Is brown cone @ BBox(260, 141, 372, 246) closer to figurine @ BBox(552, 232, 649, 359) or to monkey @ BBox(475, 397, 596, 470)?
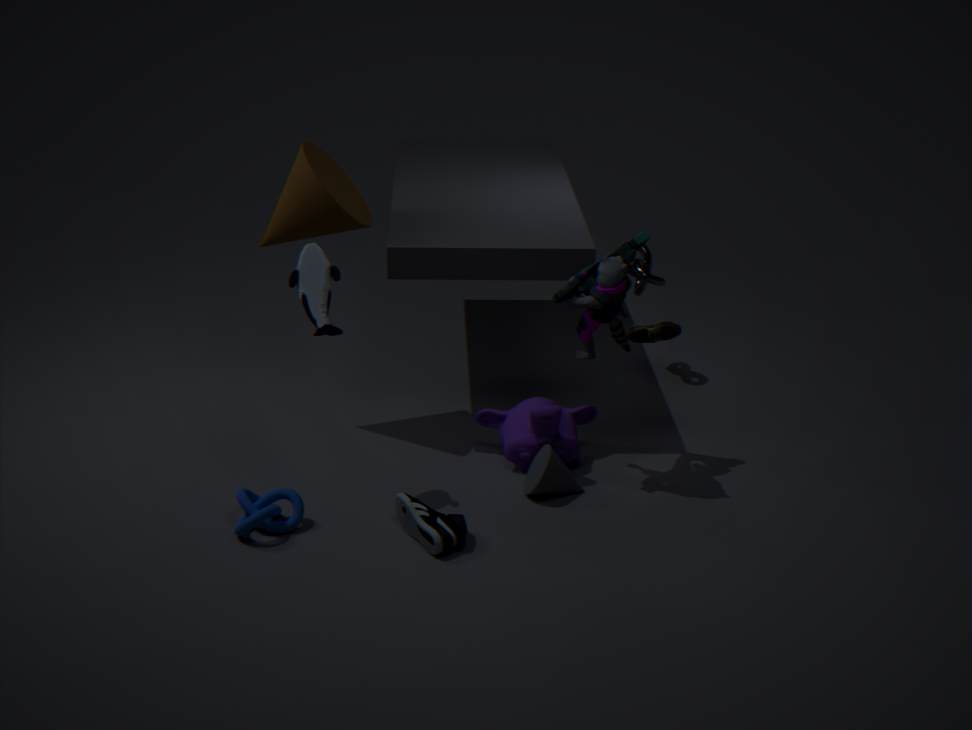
figurine @ BBox(552, 232, 649, 359)
